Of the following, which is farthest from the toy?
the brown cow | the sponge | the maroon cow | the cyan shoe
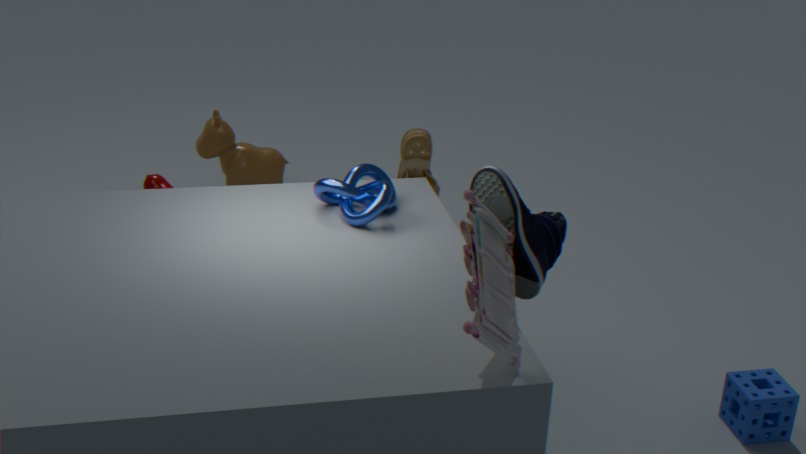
the brown cow
